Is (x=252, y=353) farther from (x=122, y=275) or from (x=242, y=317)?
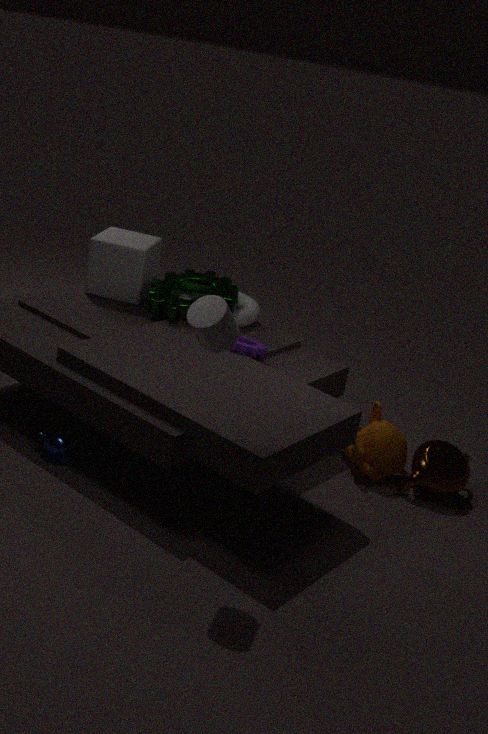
(x=122, y=275)
